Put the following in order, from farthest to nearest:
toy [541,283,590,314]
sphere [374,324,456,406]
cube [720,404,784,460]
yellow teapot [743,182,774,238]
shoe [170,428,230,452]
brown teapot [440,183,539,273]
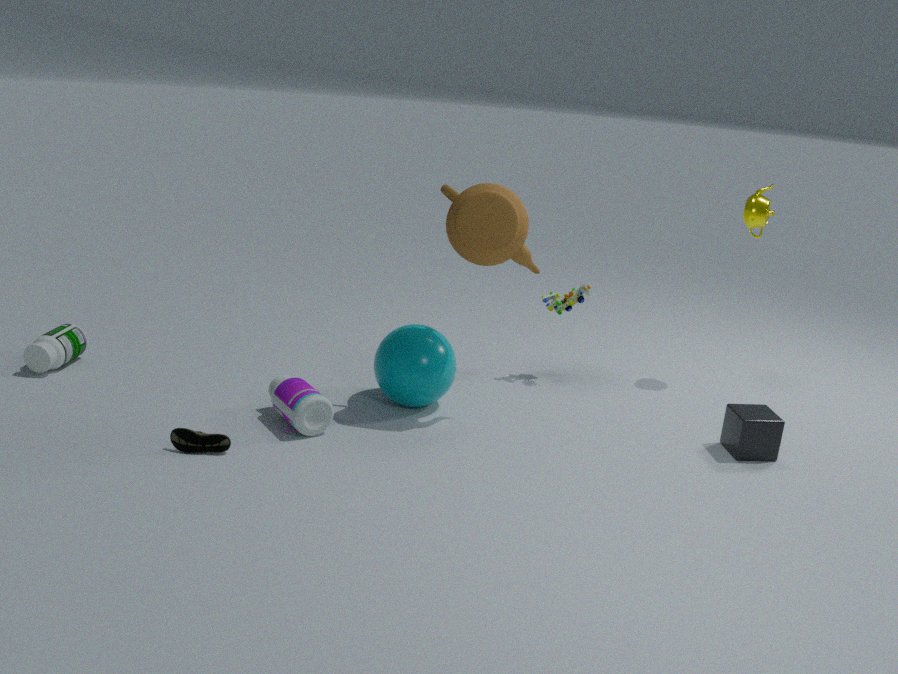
toy [541,283,590,314] < yellow teapot [743,182,774,238] < sphere [374,324,456,406] < cube [720,404,784,460] < brown teapot [440,183,539,273] < shoe [170,428,230,452]
